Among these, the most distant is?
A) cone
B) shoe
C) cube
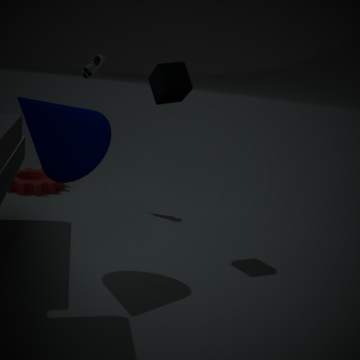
shoe
